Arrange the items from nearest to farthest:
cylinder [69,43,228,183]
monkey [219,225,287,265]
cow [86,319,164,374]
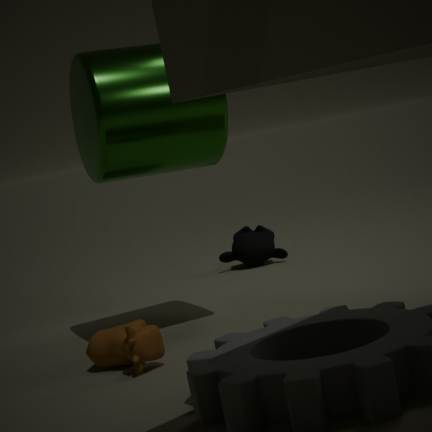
cow [86,319,164,374] < cylinder [69,43,228,183] < monkey [219,225,287,265]
